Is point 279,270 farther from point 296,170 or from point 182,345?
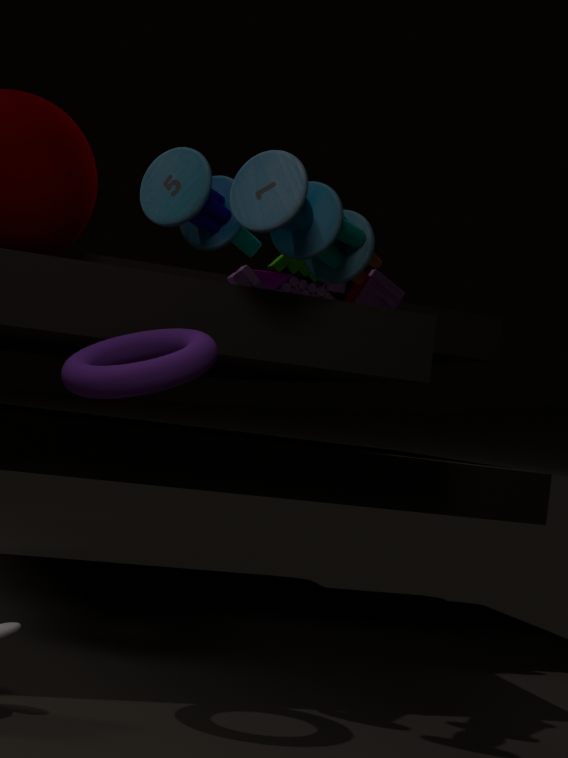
point 182,345
